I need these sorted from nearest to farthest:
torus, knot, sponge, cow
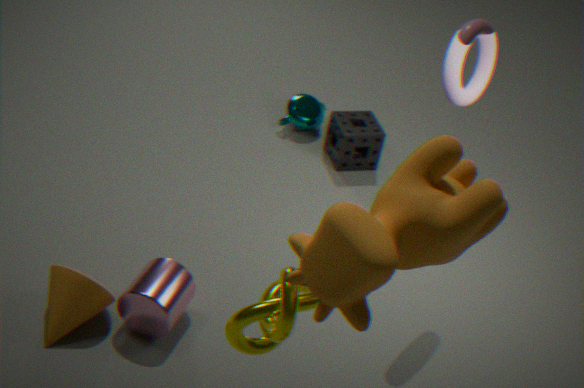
cow < knot < torus < sponge
